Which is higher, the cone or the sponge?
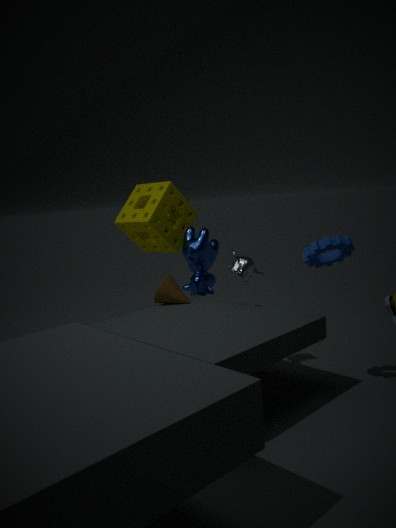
the sponge
